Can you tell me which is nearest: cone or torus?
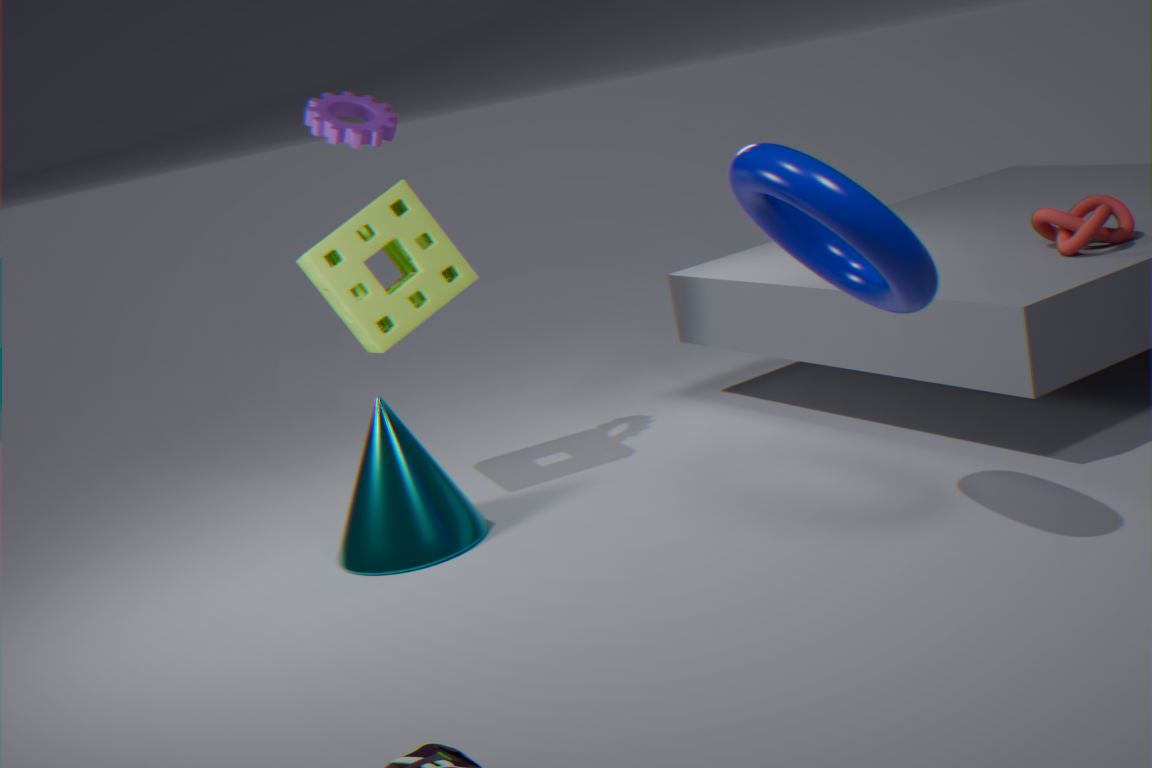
torus
